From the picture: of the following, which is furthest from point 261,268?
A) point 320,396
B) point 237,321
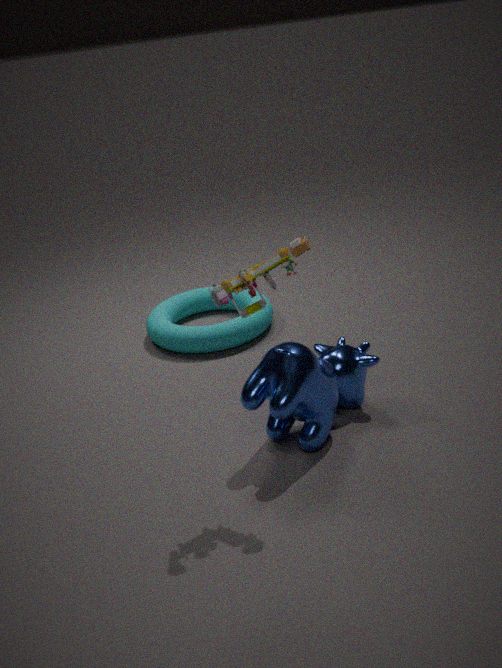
point 237,321
